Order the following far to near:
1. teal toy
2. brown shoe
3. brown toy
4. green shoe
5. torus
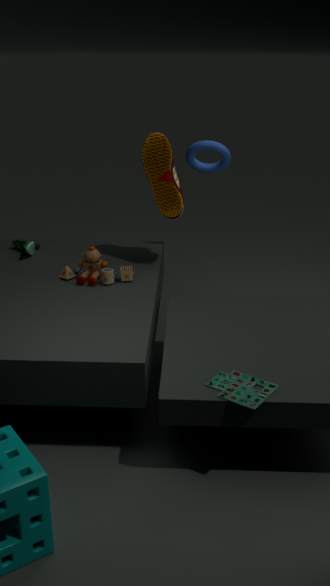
1. green shoe
2. torus
3. brown shoe
4. brown toy
5. teal toy
